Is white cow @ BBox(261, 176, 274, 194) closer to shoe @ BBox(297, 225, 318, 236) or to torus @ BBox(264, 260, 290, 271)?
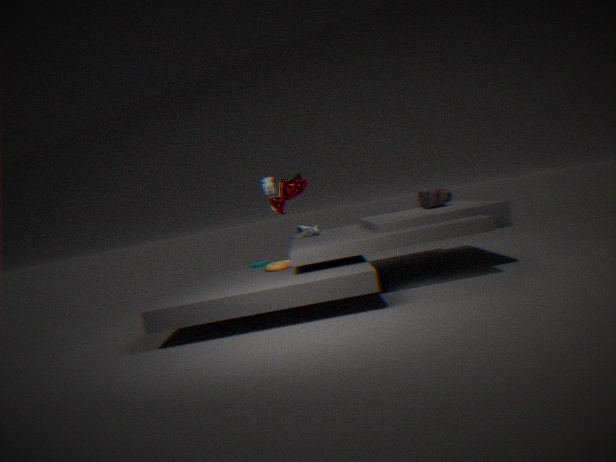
shoe @ BBox(297, 225, 318, 236)
